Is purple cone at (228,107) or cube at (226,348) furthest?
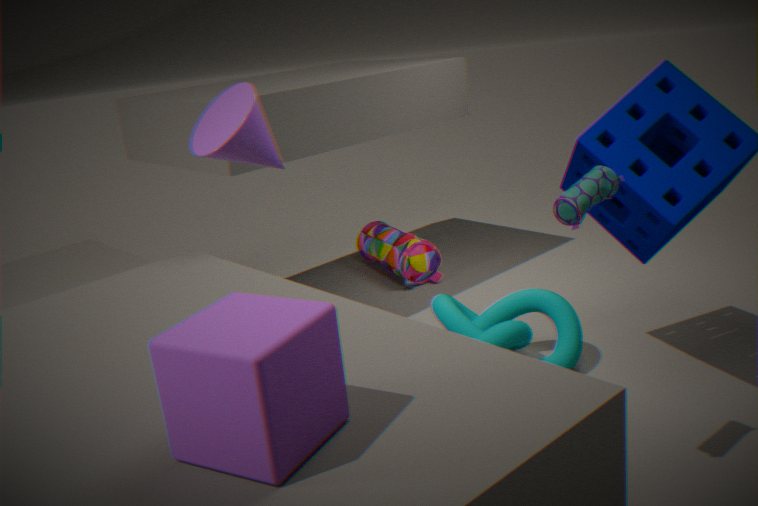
purple cone at (228,107)
